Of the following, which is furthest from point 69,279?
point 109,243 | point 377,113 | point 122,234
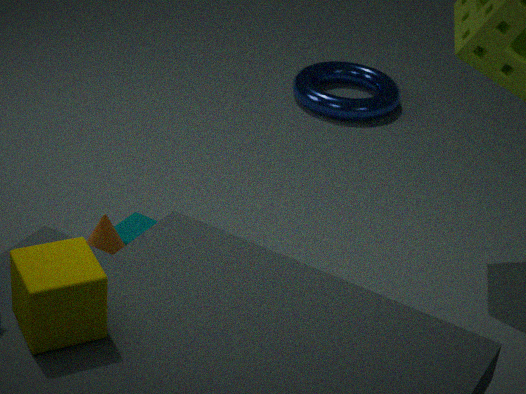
point 377,113
